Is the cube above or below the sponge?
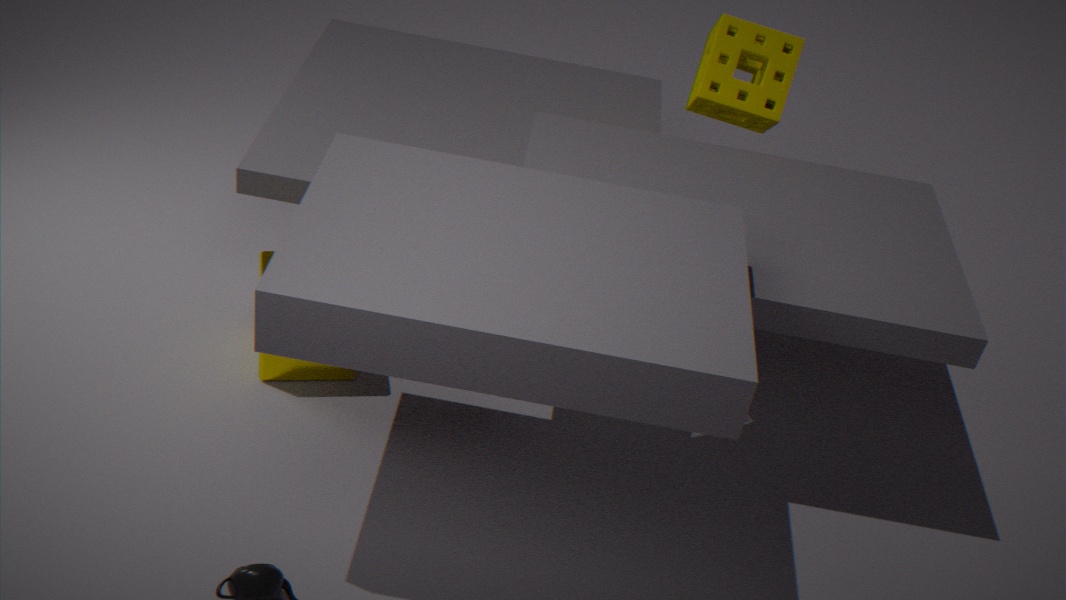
below
